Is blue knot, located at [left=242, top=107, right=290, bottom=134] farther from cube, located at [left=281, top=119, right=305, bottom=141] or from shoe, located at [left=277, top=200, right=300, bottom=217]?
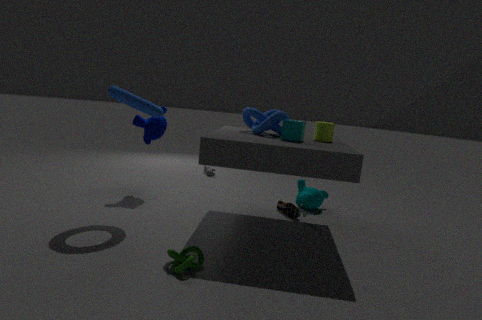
shoe, located at [left=277, top=200, right=300, bottom=217]
